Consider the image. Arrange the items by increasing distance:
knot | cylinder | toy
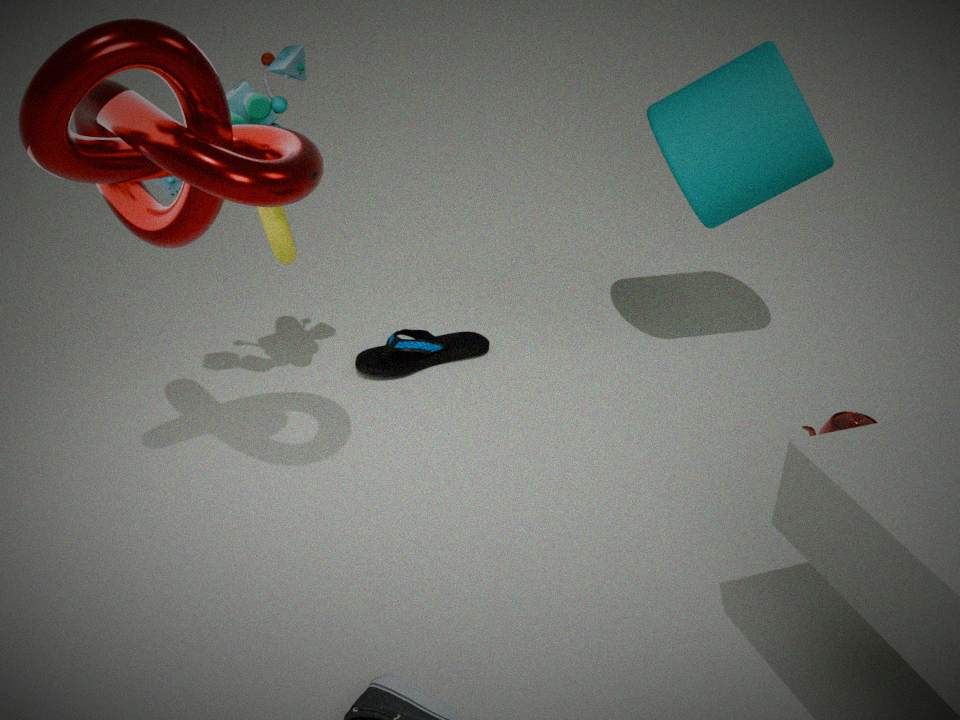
1. knot
2. toy
3. cylinder
